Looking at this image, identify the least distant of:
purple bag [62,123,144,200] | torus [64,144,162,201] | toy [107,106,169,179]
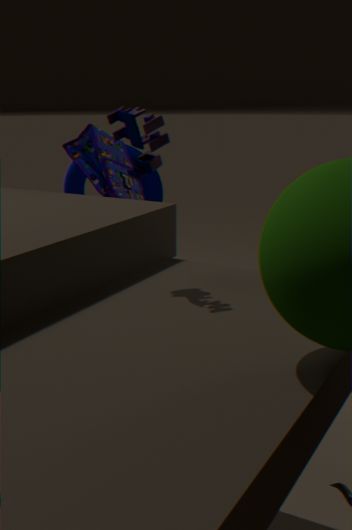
toy [107,106,169,179]
